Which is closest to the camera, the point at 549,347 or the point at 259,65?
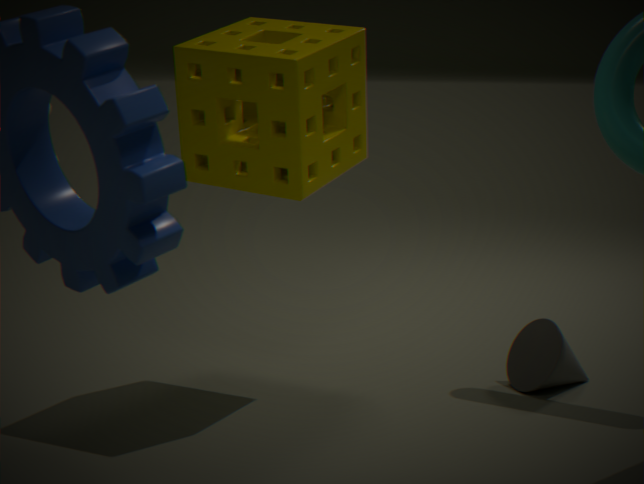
the point at 259,65
